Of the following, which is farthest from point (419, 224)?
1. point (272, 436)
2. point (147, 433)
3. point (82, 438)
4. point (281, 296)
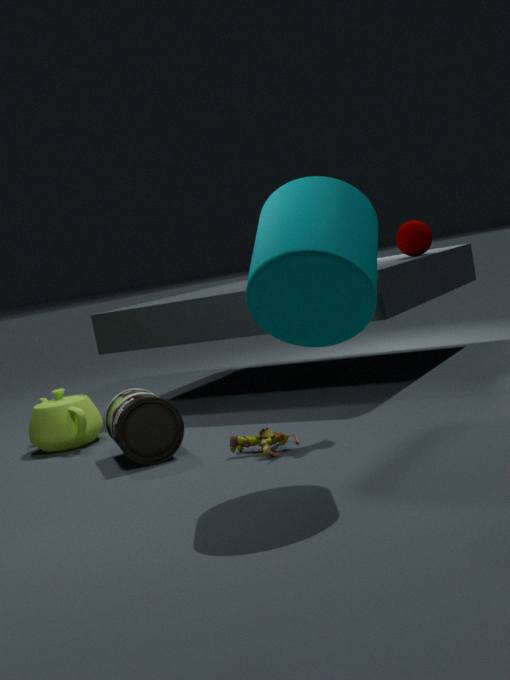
point (82, 438)
